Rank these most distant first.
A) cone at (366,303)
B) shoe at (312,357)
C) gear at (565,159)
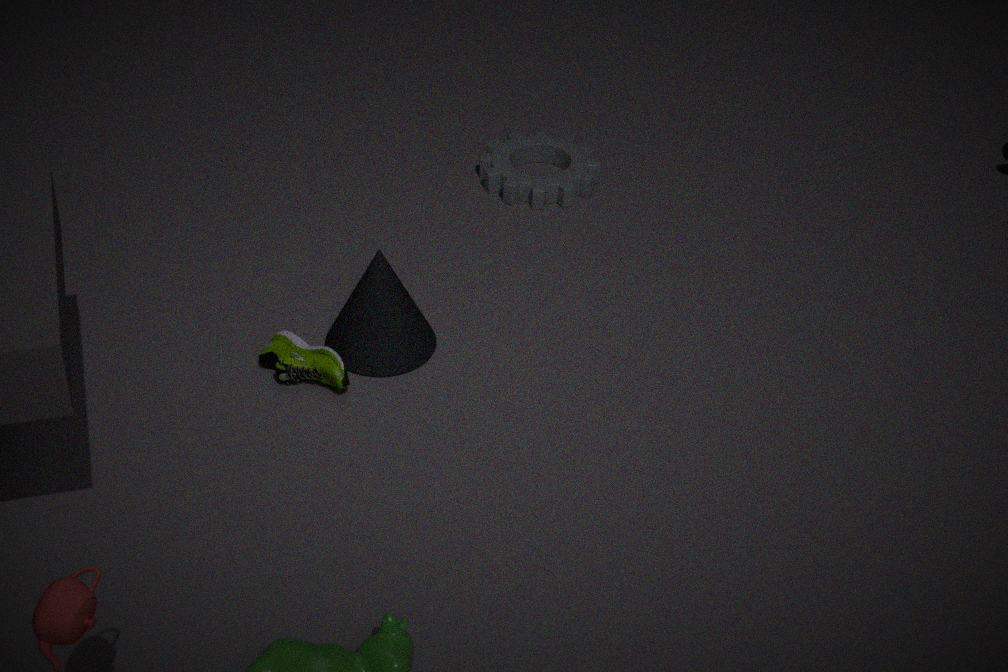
gear at (565,159)
cone at (366,303)
shoe at (312,357)
